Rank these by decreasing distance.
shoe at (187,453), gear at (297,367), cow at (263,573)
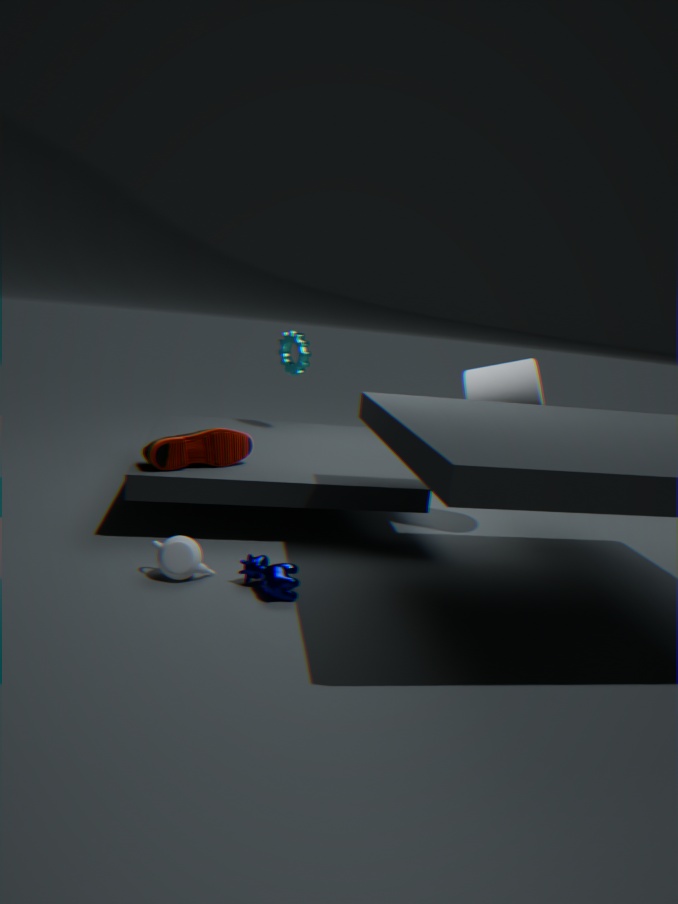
gear at (297,367), shoe at (187,453), cow at (263,573)
